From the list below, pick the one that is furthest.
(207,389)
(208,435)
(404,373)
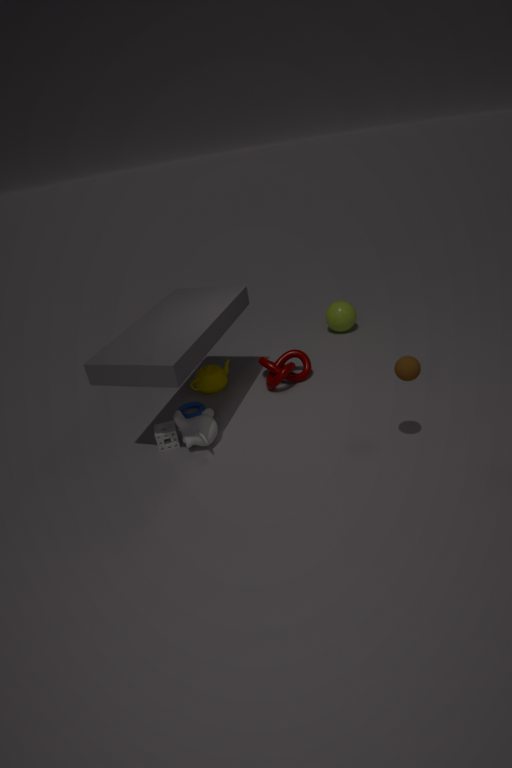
(207,389)
